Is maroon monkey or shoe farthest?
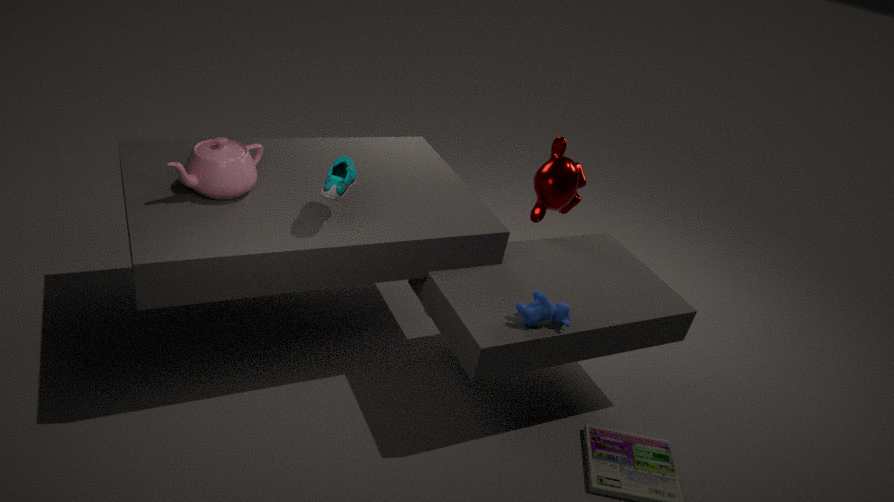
maroon monkey
